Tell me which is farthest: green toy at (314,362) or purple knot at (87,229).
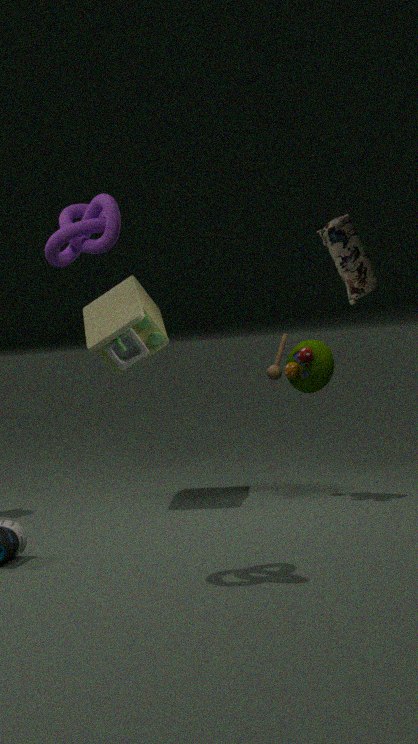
green toy at (314,362)
